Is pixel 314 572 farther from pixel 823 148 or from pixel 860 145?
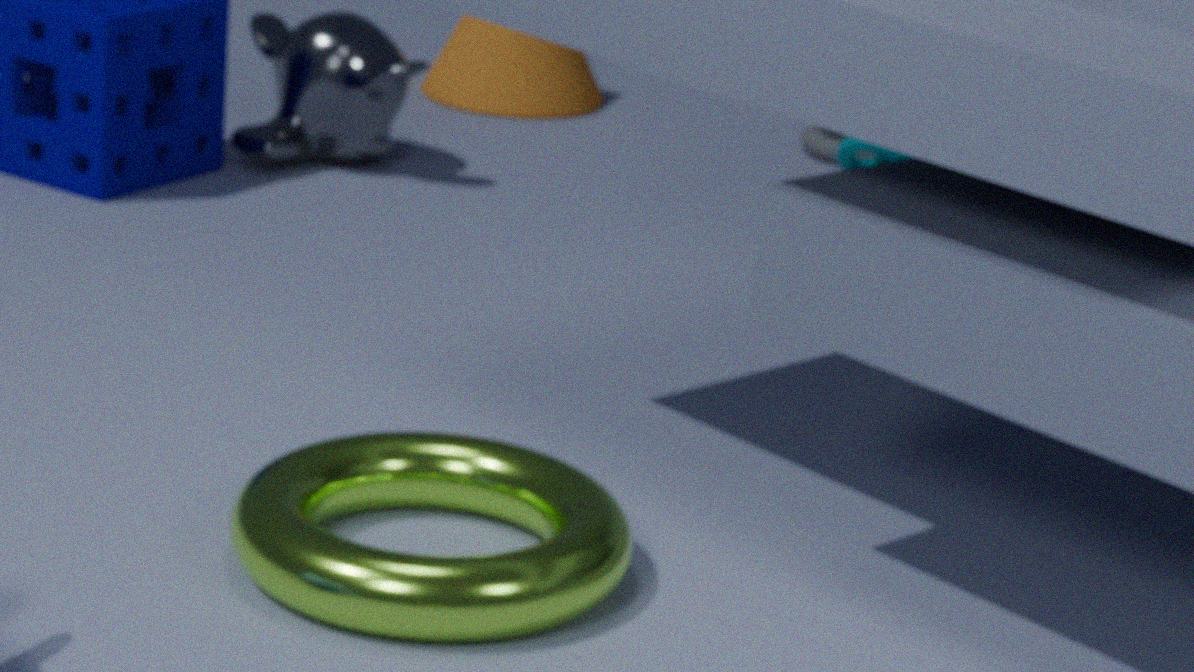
pixel 823 148
